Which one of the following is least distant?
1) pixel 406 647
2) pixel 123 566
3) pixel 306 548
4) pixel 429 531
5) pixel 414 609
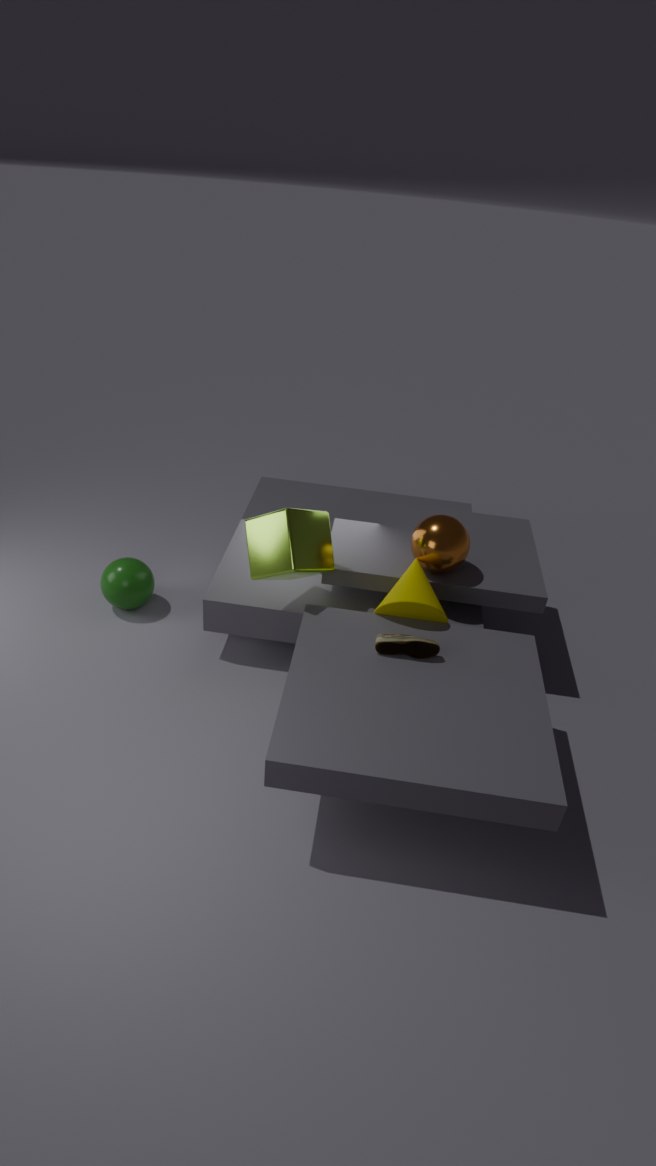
1. pixel 406 647
